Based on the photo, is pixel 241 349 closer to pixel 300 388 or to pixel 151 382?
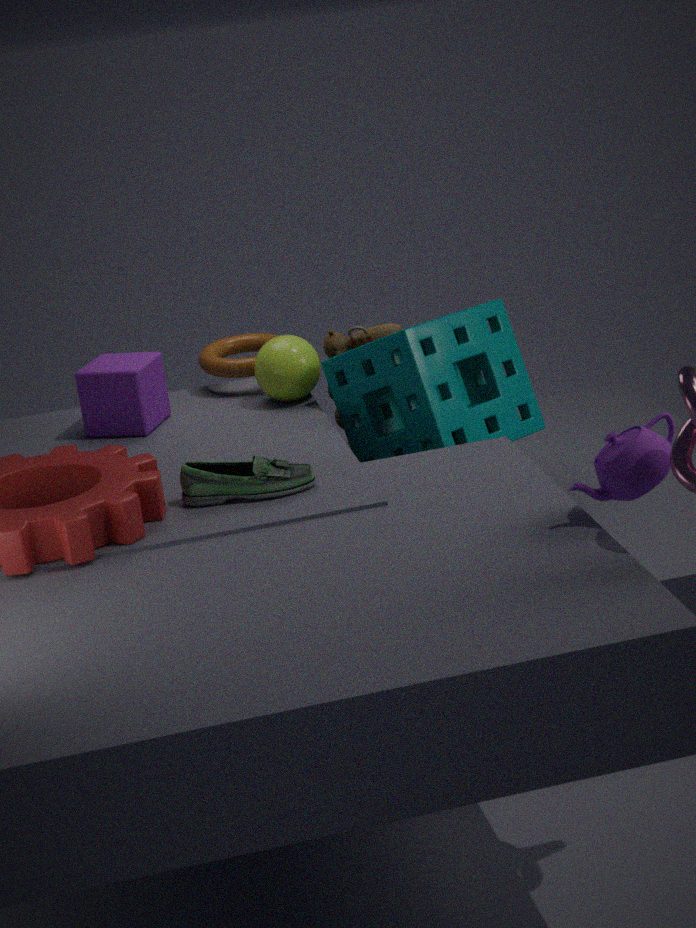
pixel 300 388
